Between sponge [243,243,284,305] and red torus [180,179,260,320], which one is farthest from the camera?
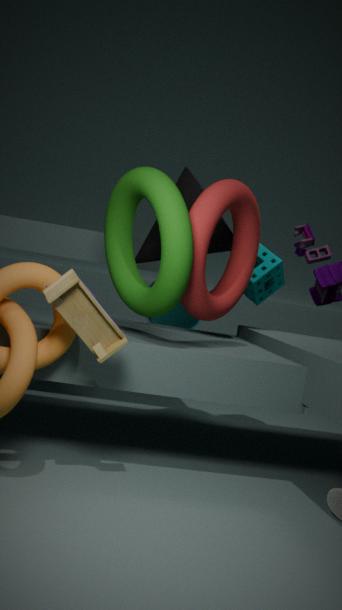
sponge [243,243,284,305]
